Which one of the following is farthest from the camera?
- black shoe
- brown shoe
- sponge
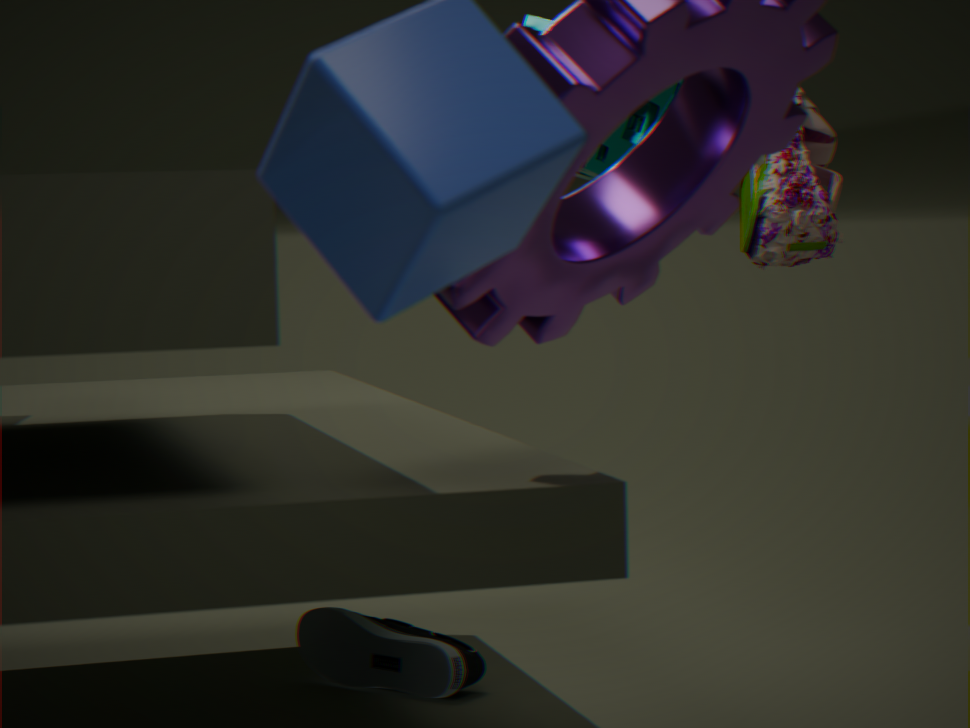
black shoe
